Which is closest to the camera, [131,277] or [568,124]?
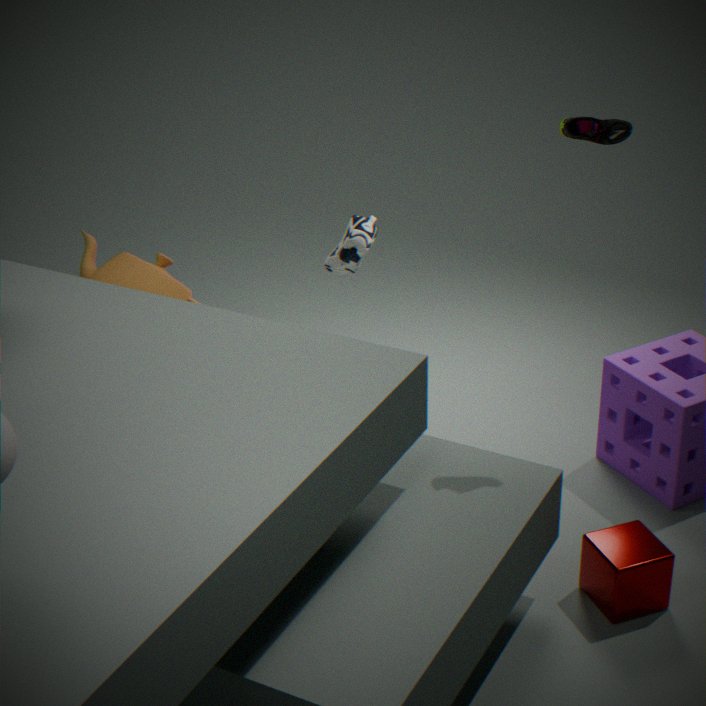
[568,124]
